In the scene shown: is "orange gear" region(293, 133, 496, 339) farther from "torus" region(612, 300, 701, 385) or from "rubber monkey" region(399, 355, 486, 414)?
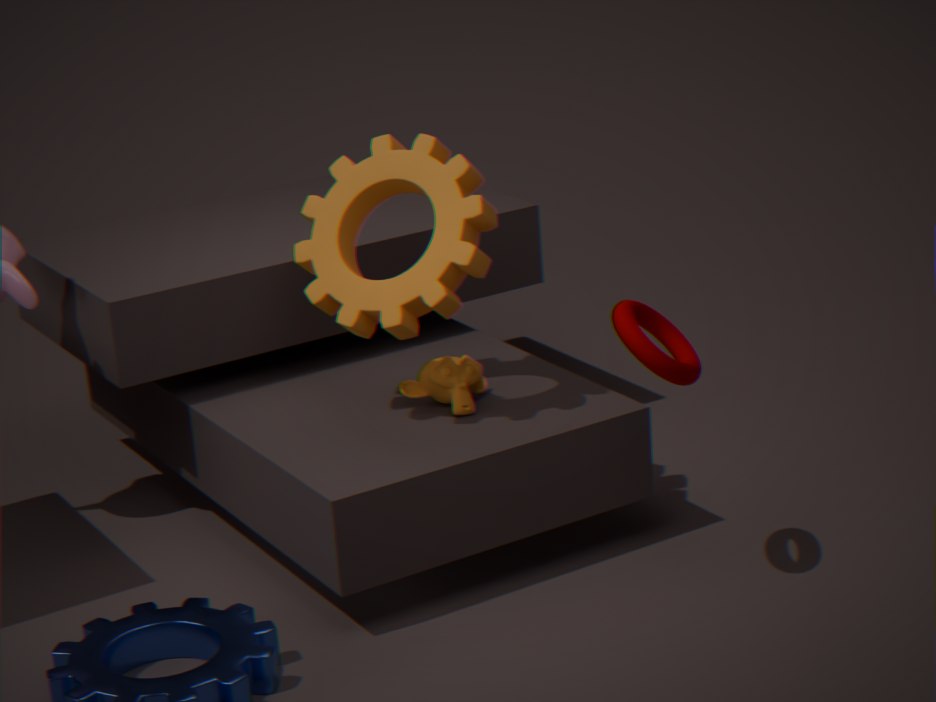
"torus" region(612, 300, 701, 385)
